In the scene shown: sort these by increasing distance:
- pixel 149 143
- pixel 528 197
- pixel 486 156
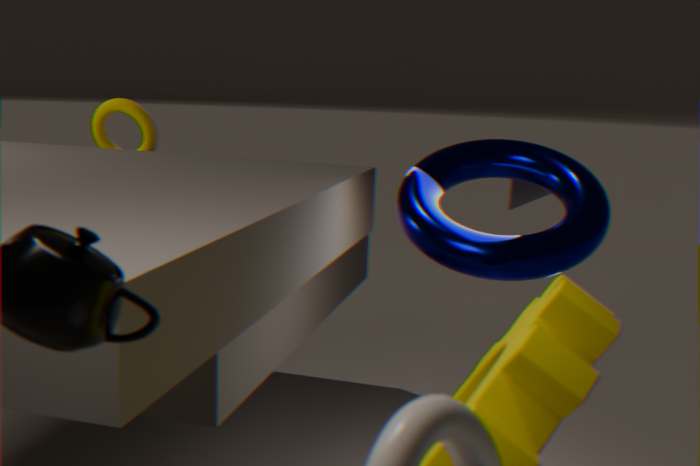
pixel 486 156, pixel 528 197, pixel 149 143
